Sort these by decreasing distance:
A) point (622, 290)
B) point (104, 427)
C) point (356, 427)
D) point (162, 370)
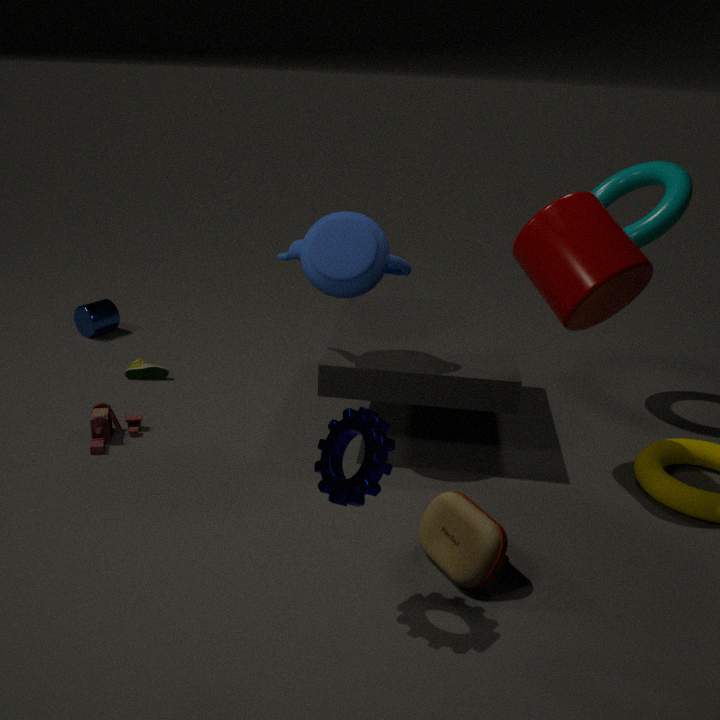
1. point (162, 370)
2. point (104, 427)
3. point (622, 290)
4. point (356, 427)
